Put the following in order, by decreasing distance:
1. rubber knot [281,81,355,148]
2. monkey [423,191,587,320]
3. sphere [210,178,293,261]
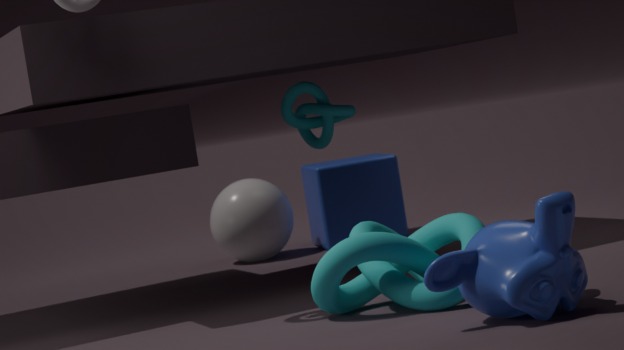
sphere [210,178,293,261] → rubber knot [281,81,355,148] → monkey [423,191,587,320]
